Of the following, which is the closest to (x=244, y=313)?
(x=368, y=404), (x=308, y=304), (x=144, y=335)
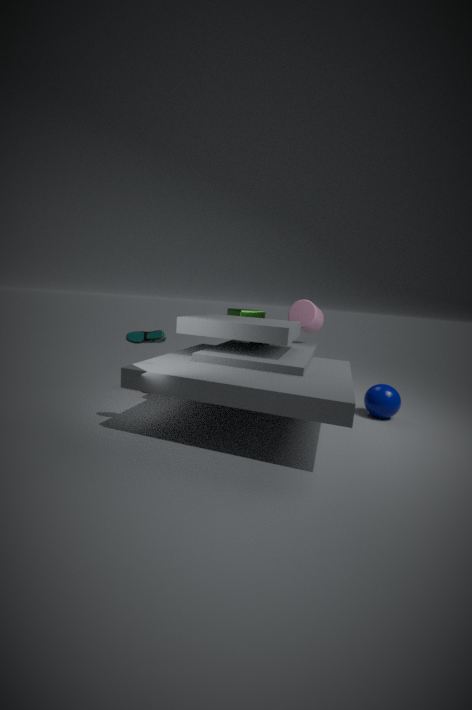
(x=308, y=304)
